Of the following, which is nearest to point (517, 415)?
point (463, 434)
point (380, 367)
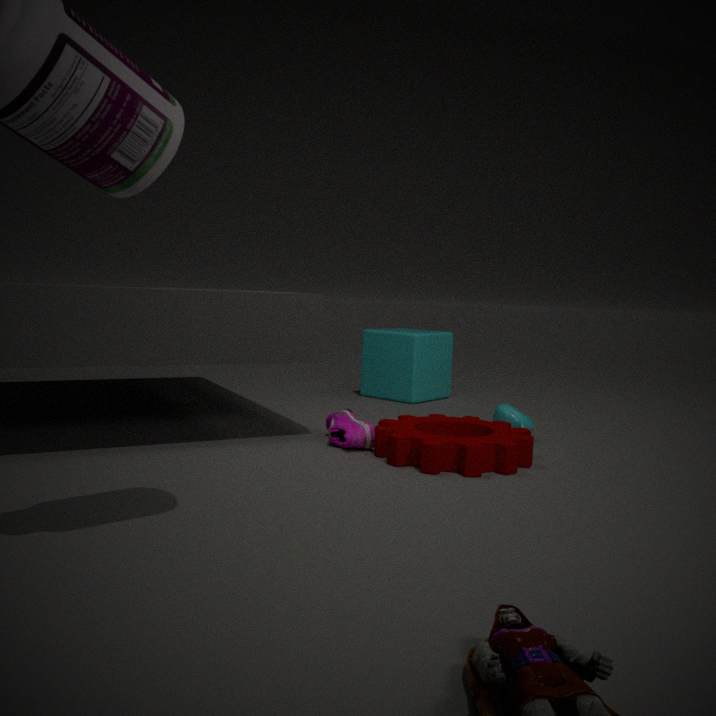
Result: point (463, 434)
